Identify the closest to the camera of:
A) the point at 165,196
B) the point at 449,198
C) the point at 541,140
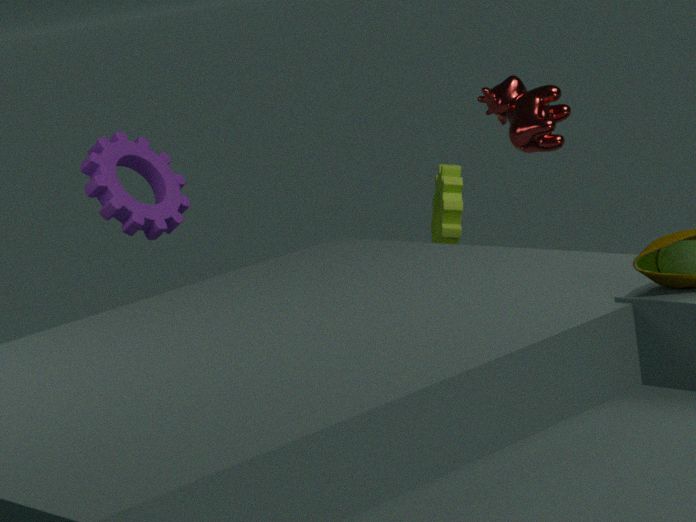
the point at 541,140
